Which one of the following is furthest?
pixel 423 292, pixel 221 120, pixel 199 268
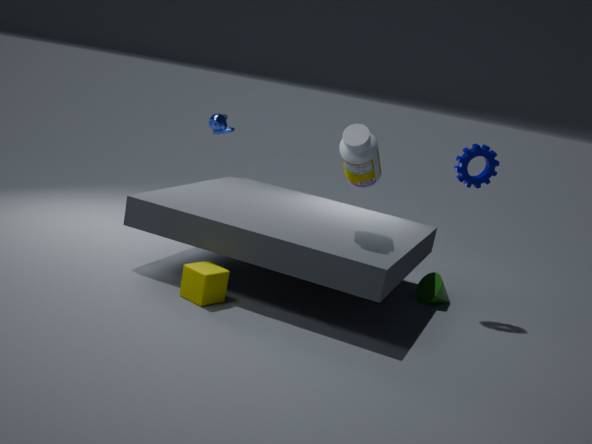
pixel 221 120
